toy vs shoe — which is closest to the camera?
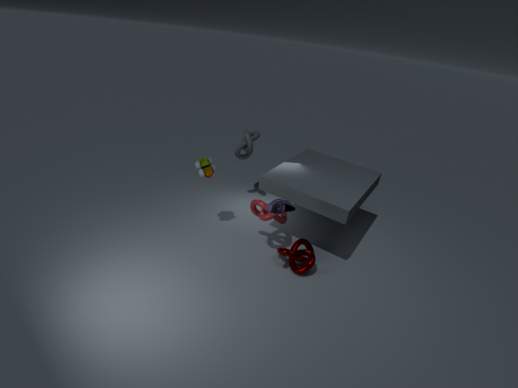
shoe
